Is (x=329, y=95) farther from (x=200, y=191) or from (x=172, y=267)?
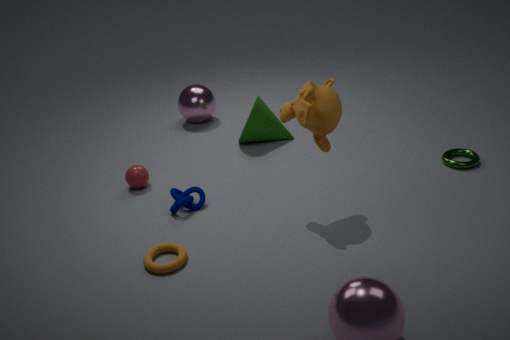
(x=172, y=267)
